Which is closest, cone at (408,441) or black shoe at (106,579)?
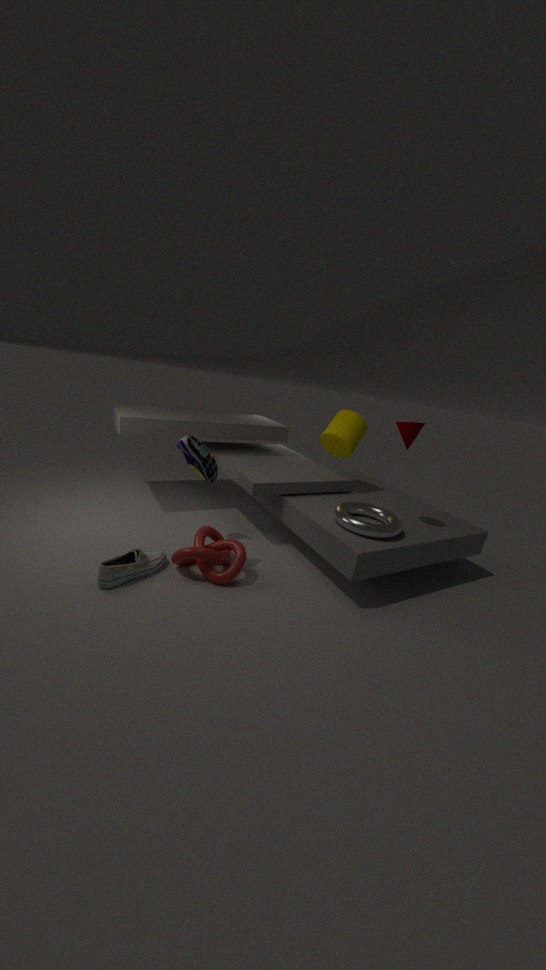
black shoe at (106,579)
